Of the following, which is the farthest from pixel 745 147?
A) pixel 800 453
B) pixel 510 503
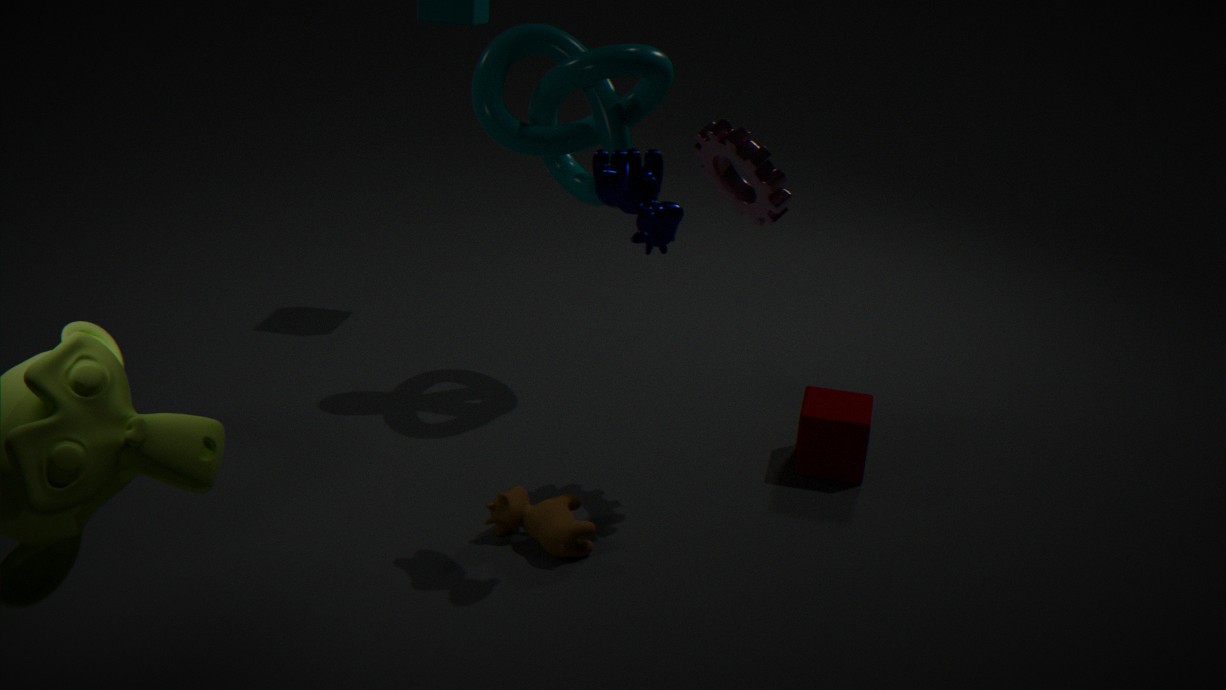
pixel 510 503
